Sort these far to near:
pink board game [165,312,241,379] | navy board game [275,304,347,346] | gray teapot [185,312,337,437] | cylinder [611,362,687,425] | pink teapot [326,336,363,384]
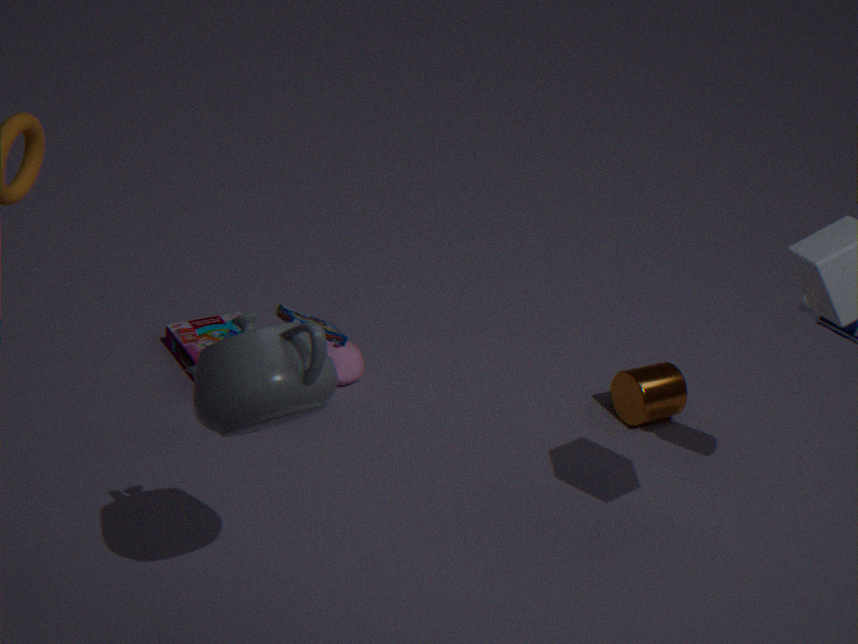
pink board game [165,312,241,379] < pink teapot [326,336,363,384] < cylinder [611,362,687,425] < navy board game [275,304,347,346] < gray teapot [185,312,337,437]
